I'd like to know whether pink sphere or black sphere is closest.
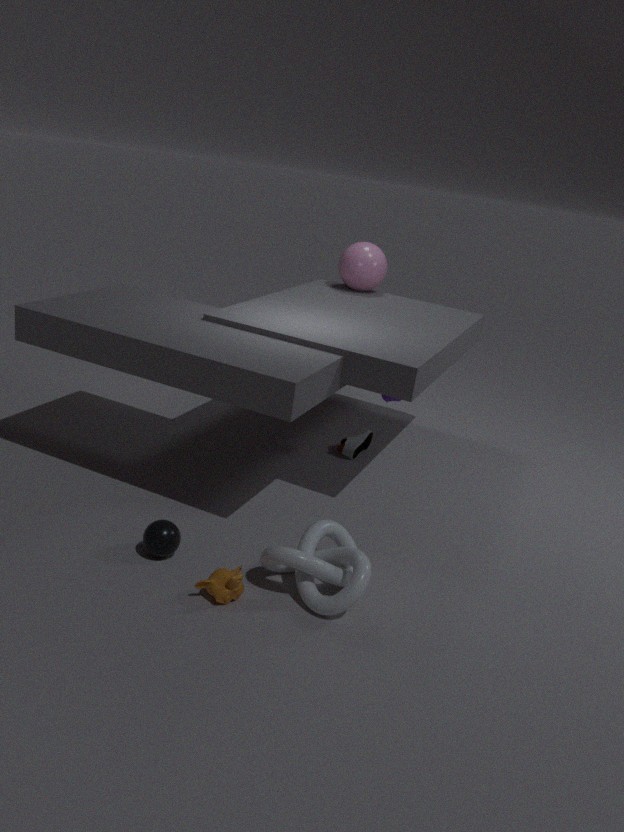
black sphere
